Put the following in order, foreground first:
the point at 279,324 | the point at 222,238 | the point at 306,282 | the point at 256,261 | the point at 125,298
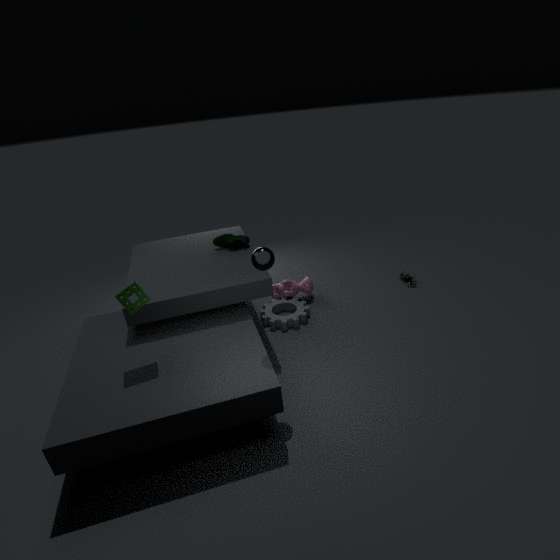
the point at 125,298, the point at 256,261, the point at 279,324, the point at 222,238, the point at 306,282
